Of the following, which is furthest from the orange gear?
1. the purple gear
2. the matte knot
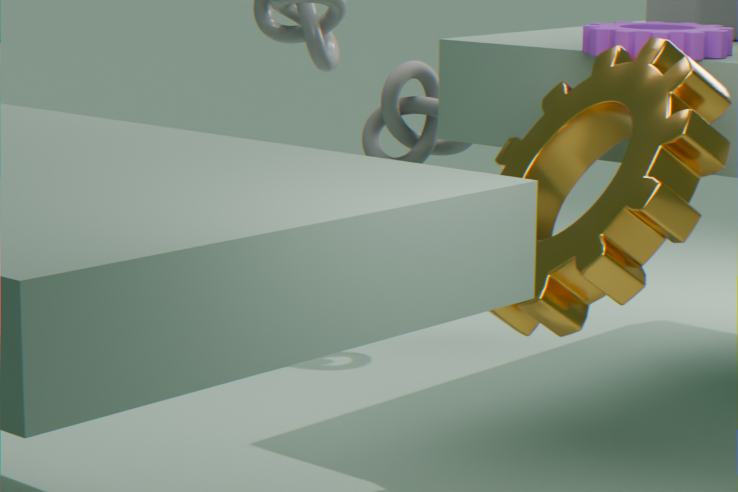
the matte knot
